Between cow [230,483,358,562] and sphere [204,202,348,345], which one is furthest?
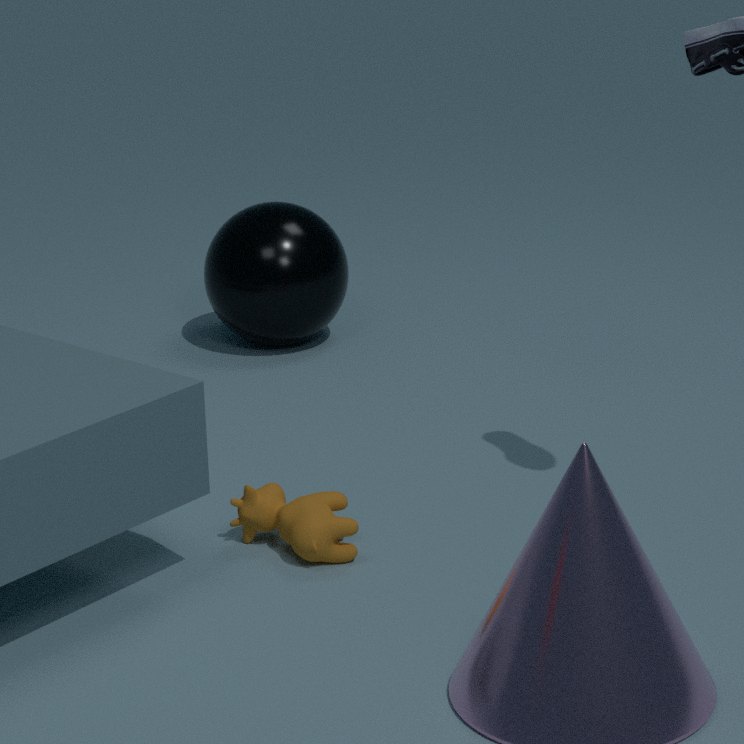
sphere [204,202,348,345]
